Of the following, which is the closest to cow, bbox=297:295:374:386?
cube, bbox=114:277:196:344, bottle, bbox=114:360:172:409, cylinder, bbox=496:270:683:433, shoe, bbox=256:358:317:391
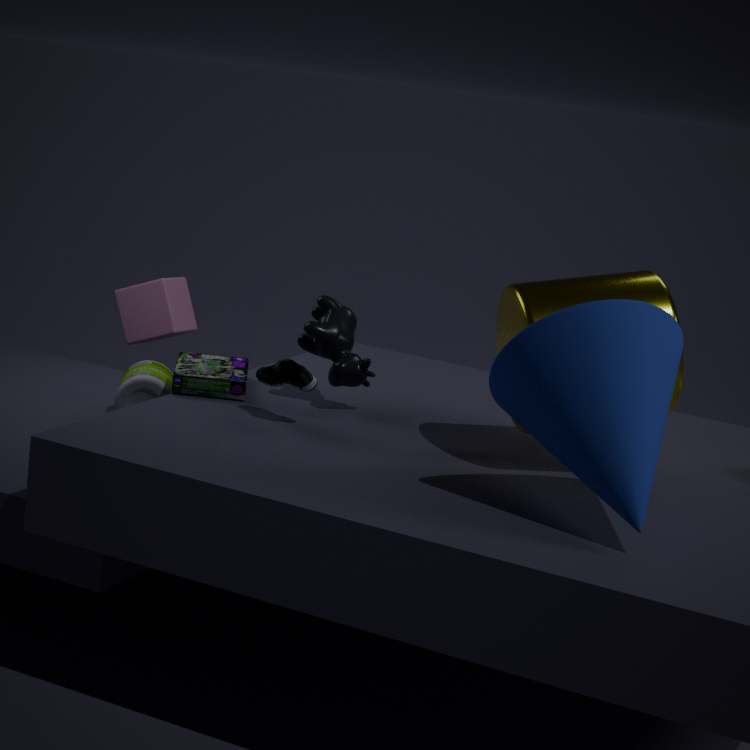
shoe, bbox=256:358:317:391
